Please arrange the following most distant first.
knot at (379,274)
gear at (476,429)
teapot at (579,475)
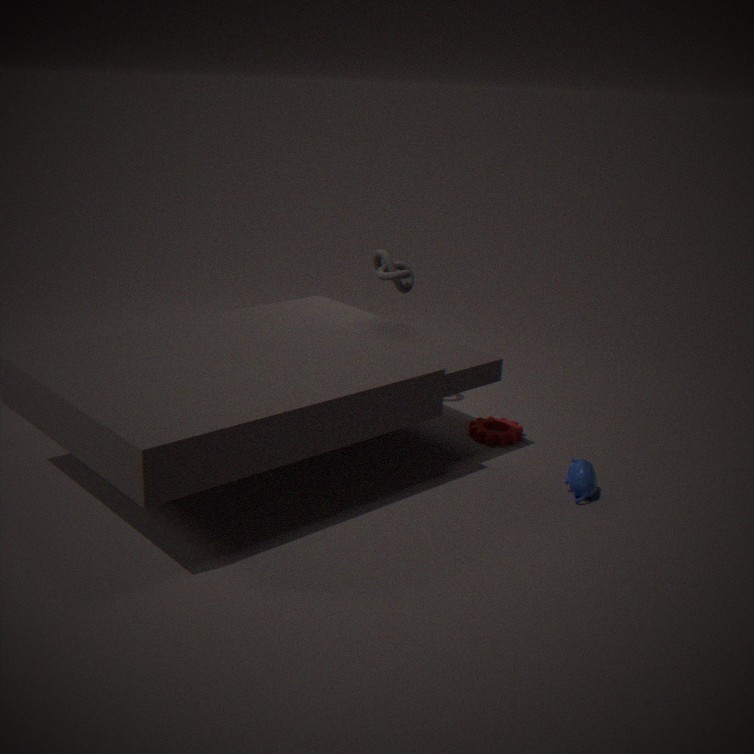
knot at (379,274), gear at (476,429), teapot at (579,475)
